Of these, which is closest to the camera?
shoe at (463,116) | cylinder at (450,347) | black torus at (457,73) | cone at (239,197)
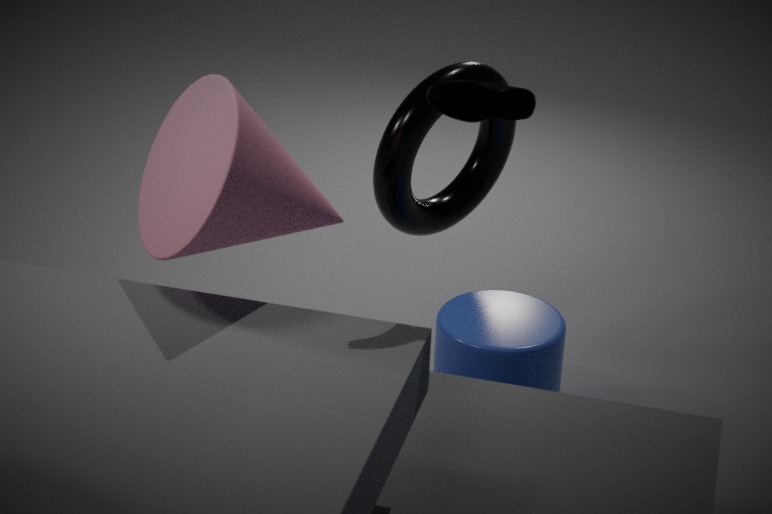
cone at (239,197)
